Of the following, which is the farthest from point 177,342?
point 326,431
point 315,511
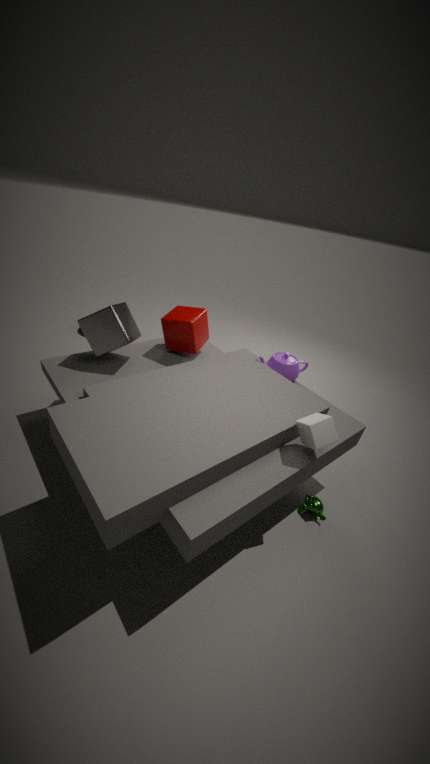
point 315,511
